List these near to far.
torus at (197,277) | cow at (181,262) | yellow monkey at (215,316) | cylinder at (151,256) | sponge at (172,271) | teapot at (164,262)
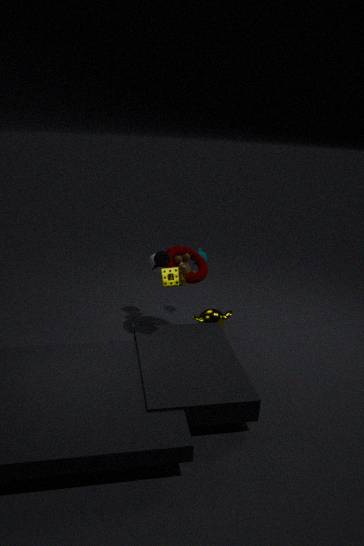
sponge at (172,271) → teapot at (164,262) → torus at (197,277) → cow at (181,262) → yellow monkey at (215,316) → cylinder at (151,256)
